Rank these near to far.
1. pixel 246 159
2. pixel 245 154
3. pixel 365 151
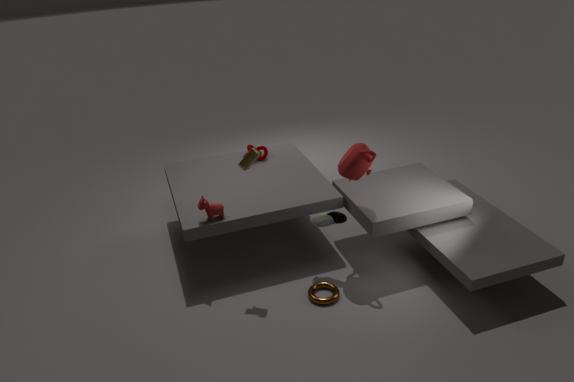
pixel 365 151, pixel 246 159, pixel 245 154
